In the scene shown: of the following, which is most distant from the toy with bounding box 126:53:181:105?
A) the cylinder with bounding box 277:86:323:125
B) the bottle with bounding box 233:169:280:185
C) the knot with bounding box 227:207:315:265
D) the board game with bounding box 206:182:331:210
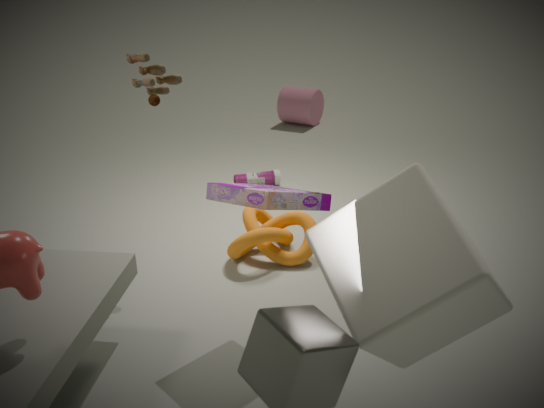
the cylinder with bounding box 277:86:323:125
